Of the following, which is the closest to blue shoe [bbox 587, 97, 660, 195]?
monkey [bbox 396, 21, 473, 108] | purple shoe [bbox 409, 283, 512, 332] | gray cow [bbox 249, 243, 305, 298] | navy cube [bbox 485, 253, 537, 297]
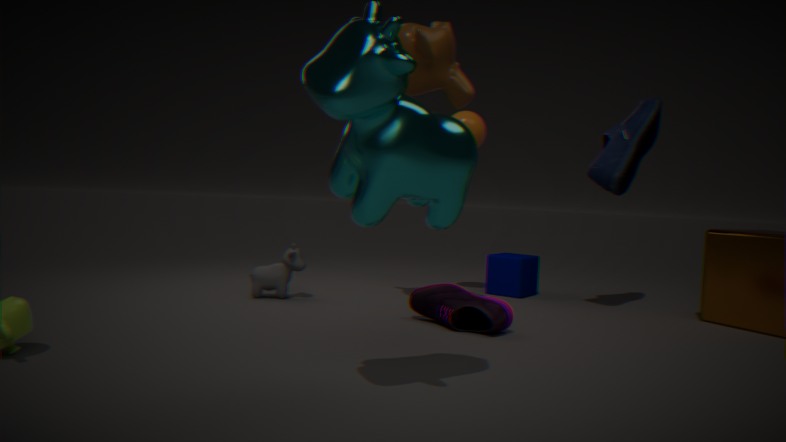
navy cube [bbox 485, 253, 537, 297]
